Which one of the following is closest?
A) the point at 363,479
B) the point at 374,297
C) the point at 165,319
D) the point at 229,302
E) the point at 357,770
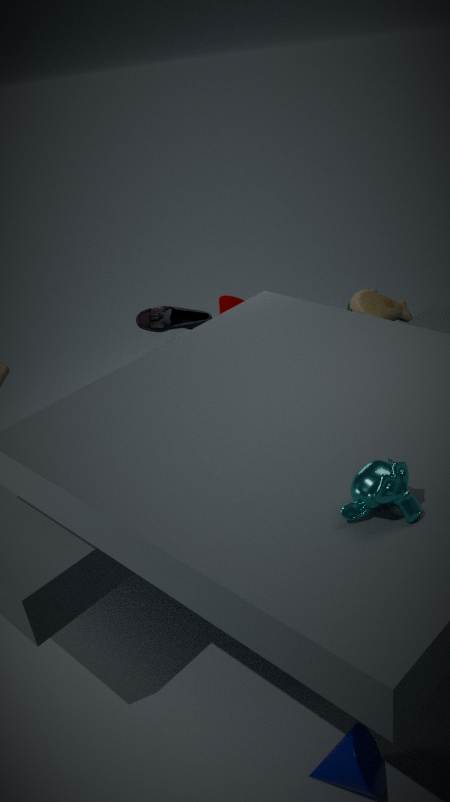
the point at 363,479
